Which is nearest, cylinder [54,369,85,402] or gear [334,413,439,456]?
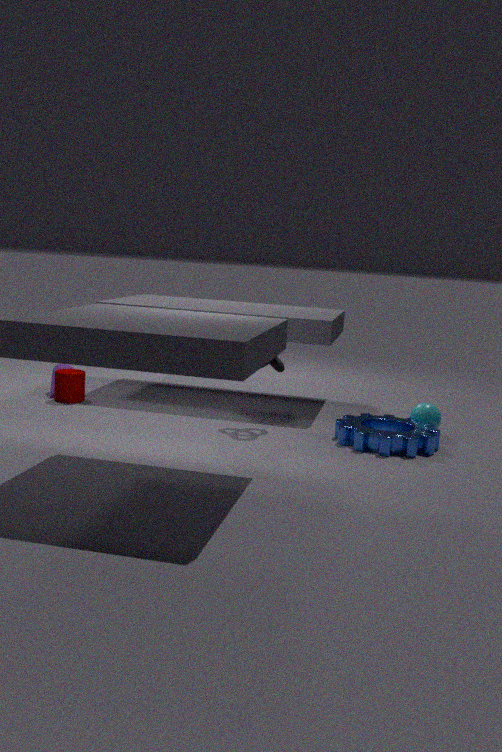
gear [334,413,439,456]
